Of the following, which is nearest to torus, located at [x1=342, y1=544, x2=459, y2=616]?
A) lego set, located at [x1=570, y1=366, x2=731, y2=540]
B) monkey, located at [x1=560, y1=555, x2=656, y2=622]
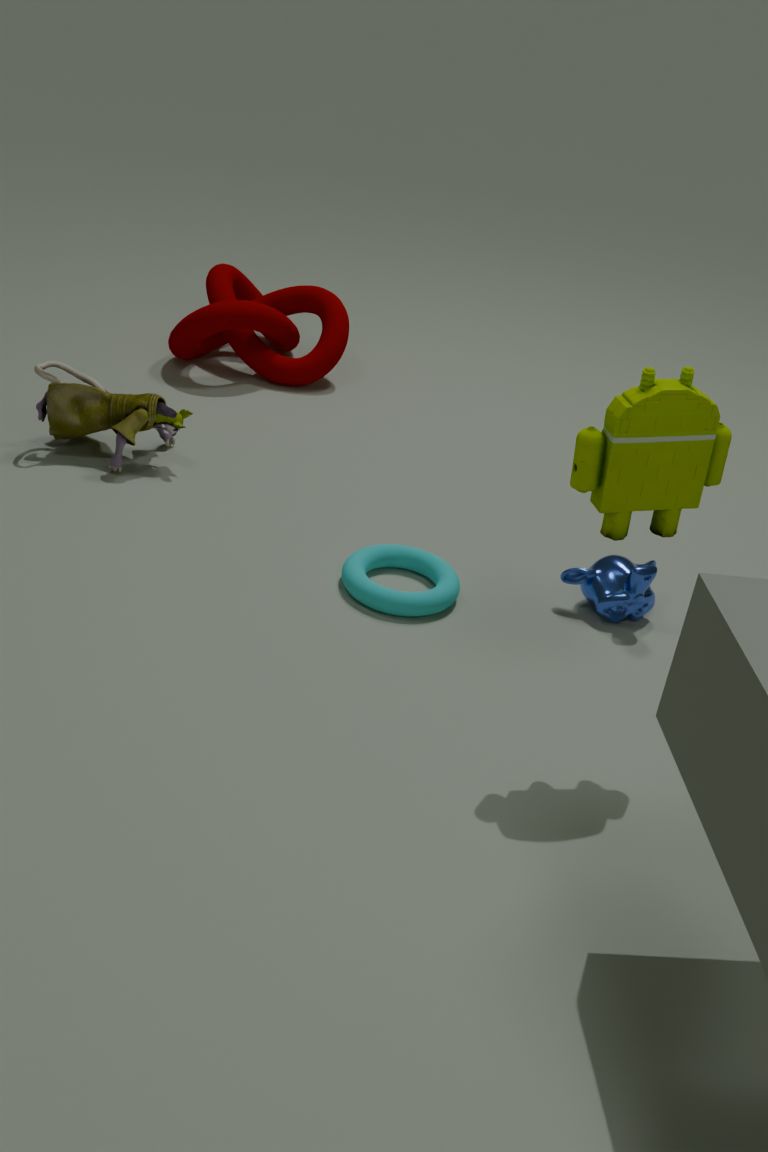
monkey, located at [x1=560, y1=555, x2=656, y2=622]
